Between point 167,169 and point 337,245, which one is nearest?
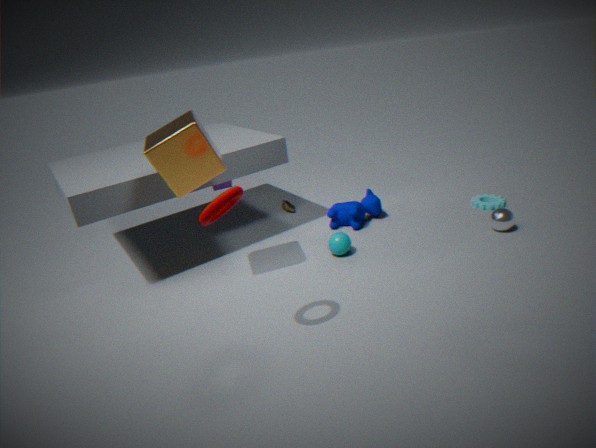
point 167,169
